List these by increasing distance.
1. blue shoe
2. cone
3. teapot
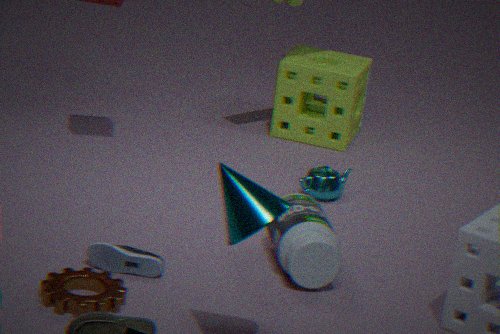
cone
blue shoe
teapot
